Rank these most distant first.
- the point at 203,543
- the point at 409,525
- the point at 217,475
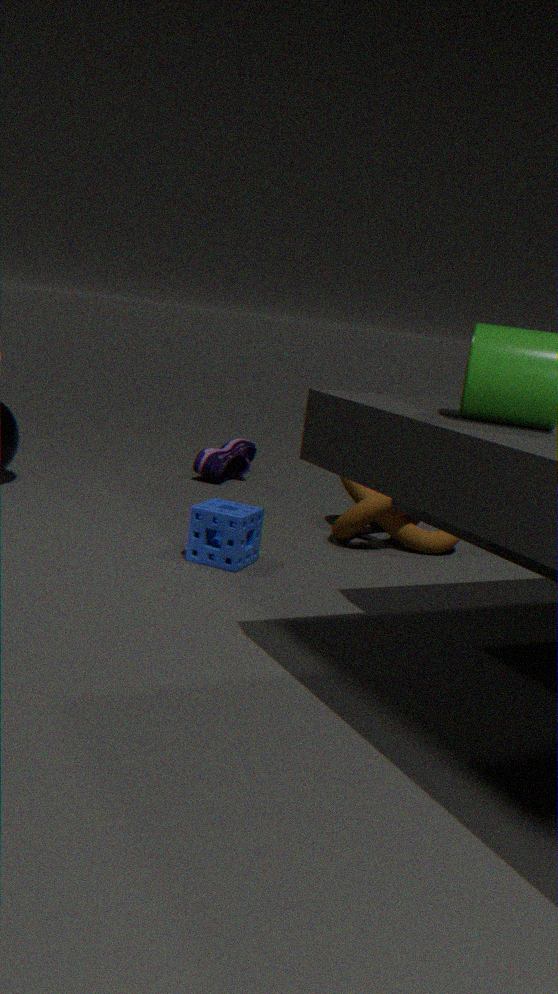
the point at 217,475 < the point at 409,525 < the point at 203,543
